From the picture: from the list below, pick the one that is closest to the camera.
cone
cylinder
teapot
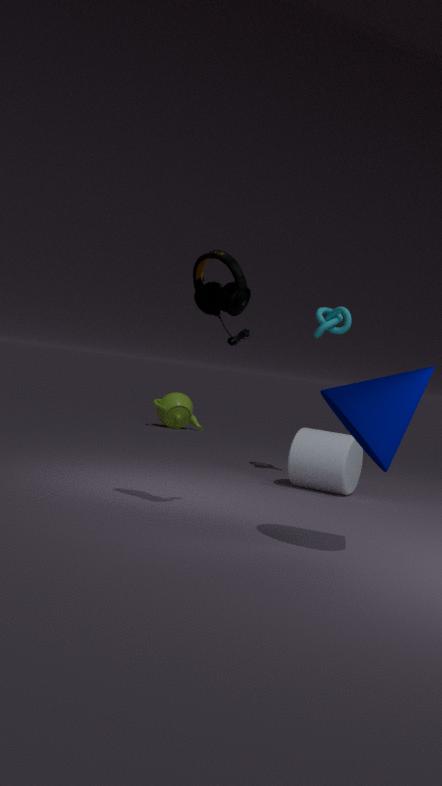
cone
